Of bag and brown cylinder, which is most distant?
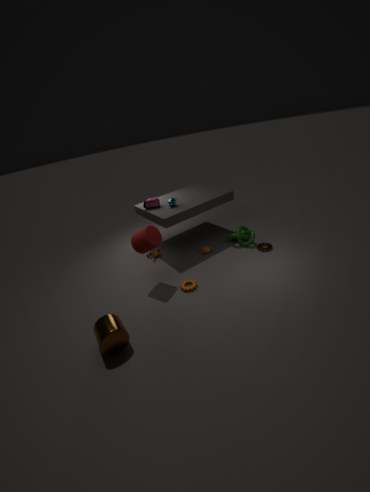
bag
